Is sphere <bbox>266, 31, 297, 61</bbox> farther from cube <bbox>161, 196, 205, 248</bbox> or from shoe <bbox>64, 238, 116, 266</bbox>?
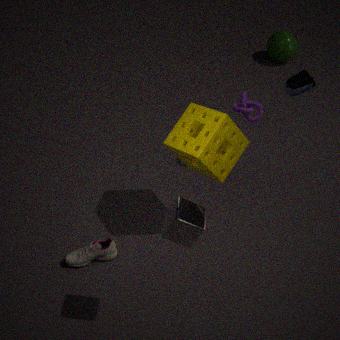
cube <bbox>161, 196, 205, 248</bbox>
